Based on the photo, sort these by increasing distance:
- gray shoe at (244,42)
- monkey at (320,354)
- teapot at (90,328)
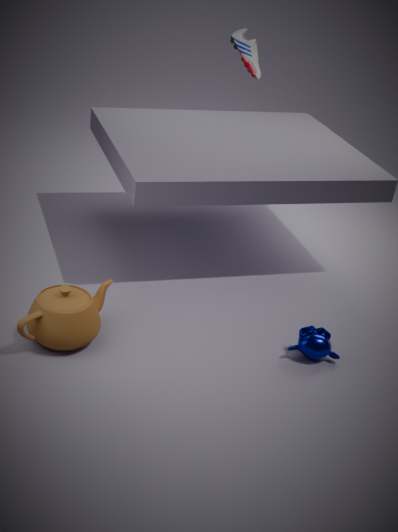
teapot at (90,328)
monkey at (320,354)
gray shoe at (244,42)
